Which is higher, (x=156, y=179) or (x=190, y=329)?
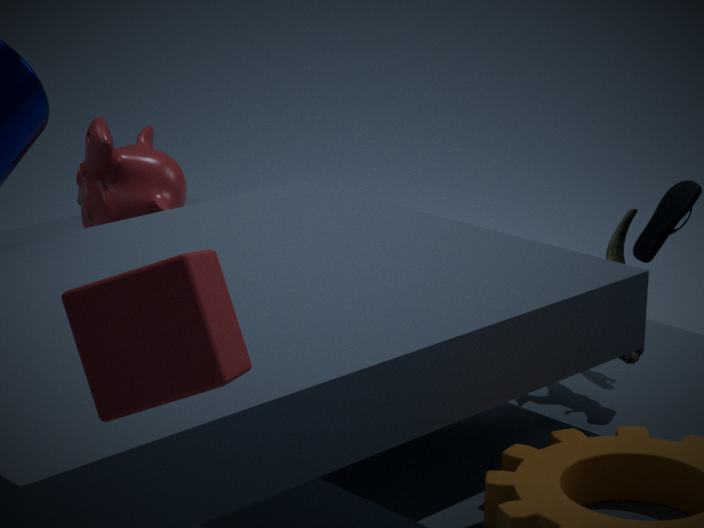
(x=190, y=329)
